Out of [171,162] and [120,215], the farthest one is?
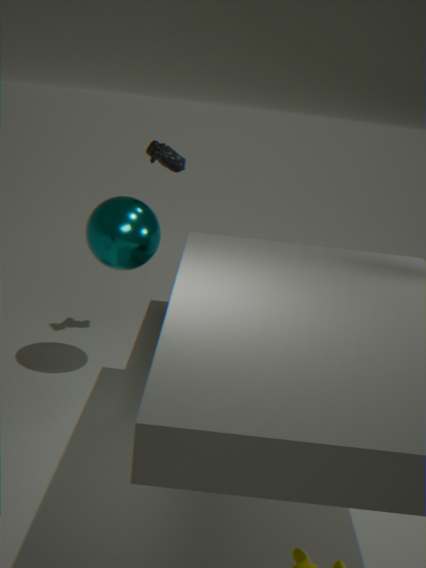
[171,162]
